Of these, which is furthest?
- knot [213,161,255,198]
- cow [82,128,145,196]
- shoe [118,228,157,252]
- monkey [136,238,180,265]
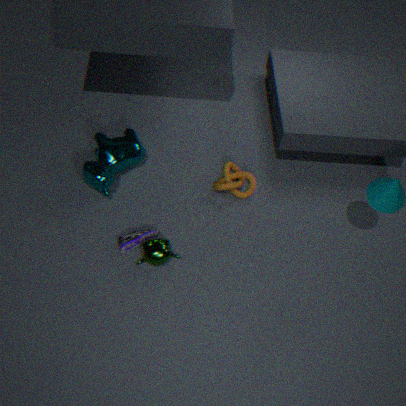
knot [213,161,255,198]
